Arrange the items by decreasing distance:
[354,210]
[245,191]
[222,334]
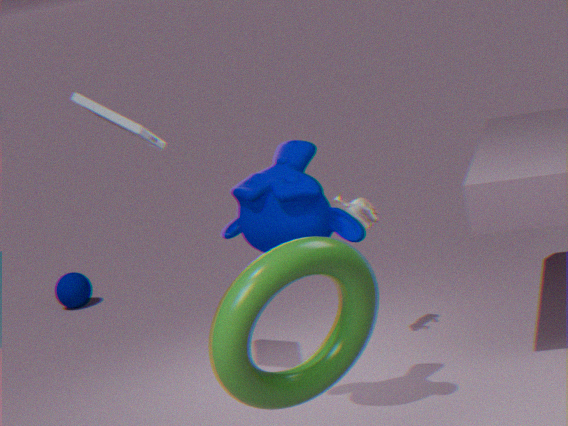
[354,210] → [245,191] → [222,334]
